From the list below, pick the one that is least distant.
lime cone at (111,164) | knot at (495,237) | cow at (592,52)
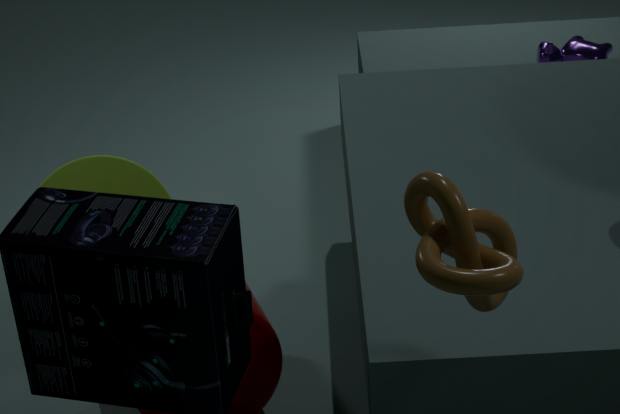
knot at (495,237)
